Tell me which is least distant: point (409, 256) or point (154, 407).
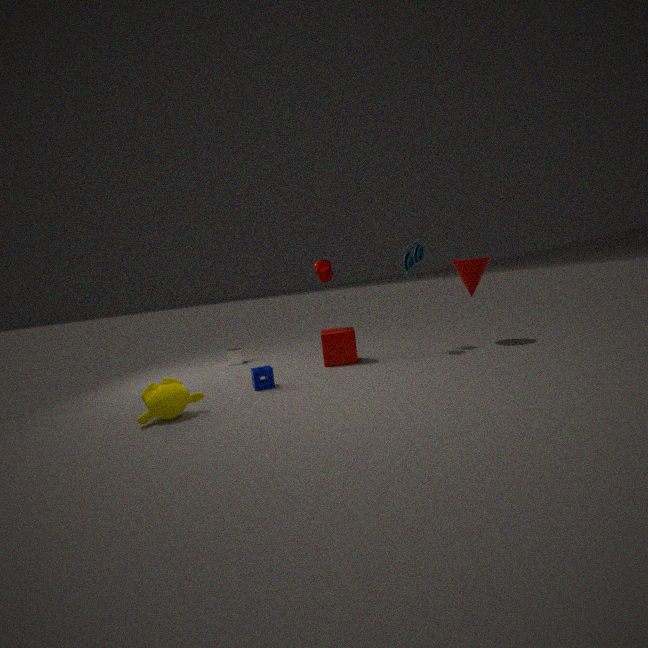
point (154, 407)
